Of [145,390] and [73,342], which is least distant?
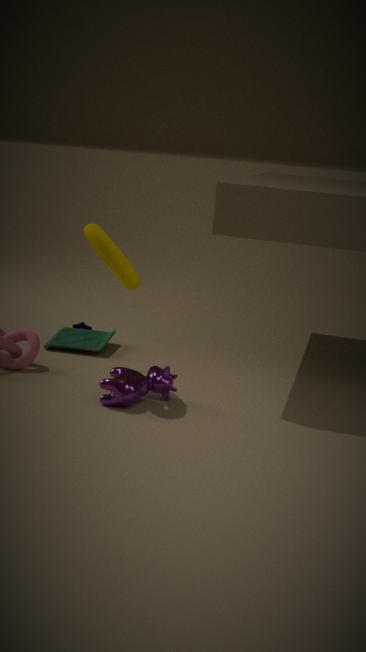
[145,390]
